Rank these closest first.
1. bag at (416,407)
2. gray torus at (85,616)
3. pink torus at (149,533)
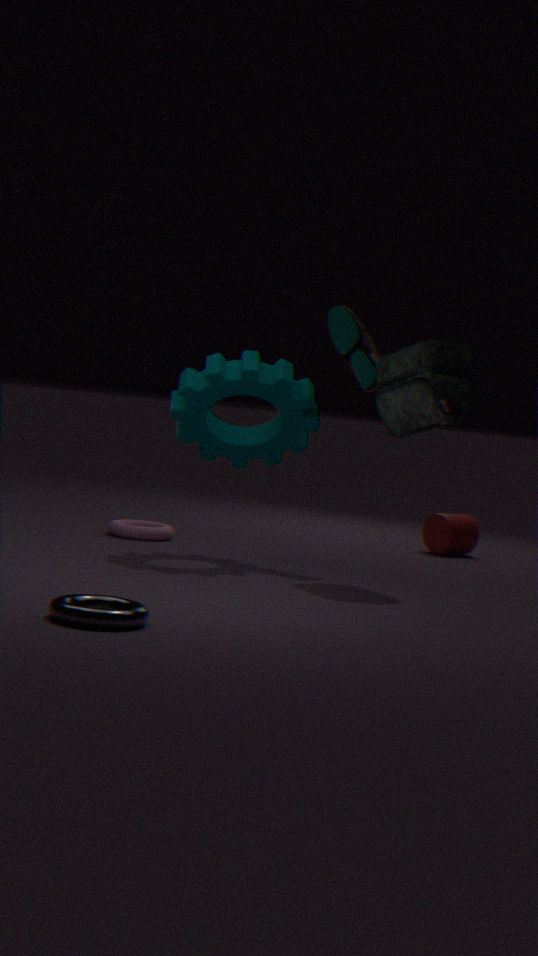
gray torus at (85,616), bag at (416,407), pink torus at (149,533)
